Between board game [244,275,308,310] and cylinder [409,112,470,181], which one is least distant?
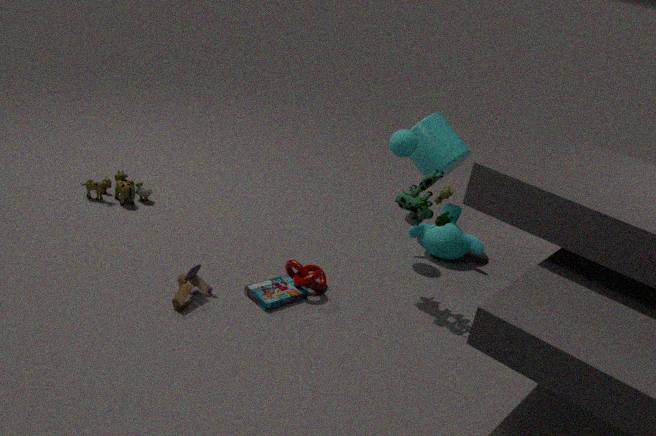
board game [244,275,308,310]
